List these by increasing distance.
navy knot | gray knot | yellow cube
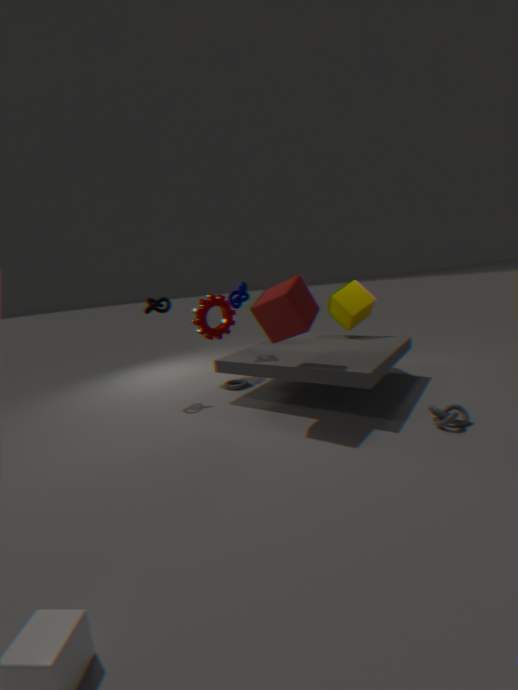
A: 1. gray knot
2. navy knot
3. yellow cube
